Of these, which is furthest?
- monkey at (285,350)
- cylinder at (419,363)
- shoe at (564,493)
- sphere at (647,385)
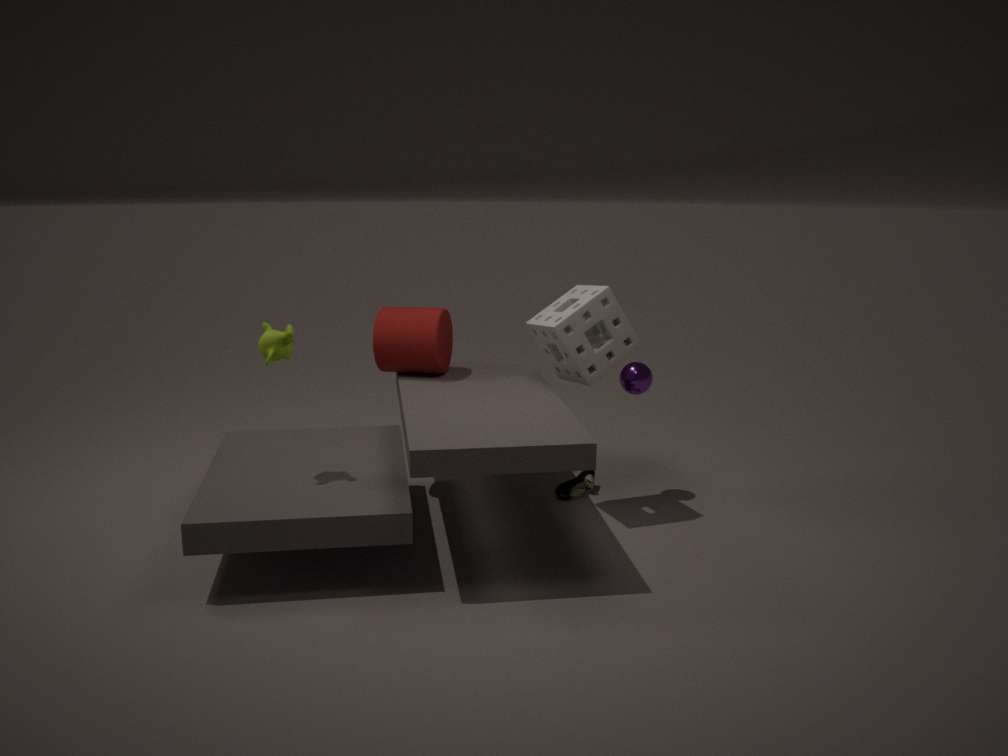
shoe at (564,493)
